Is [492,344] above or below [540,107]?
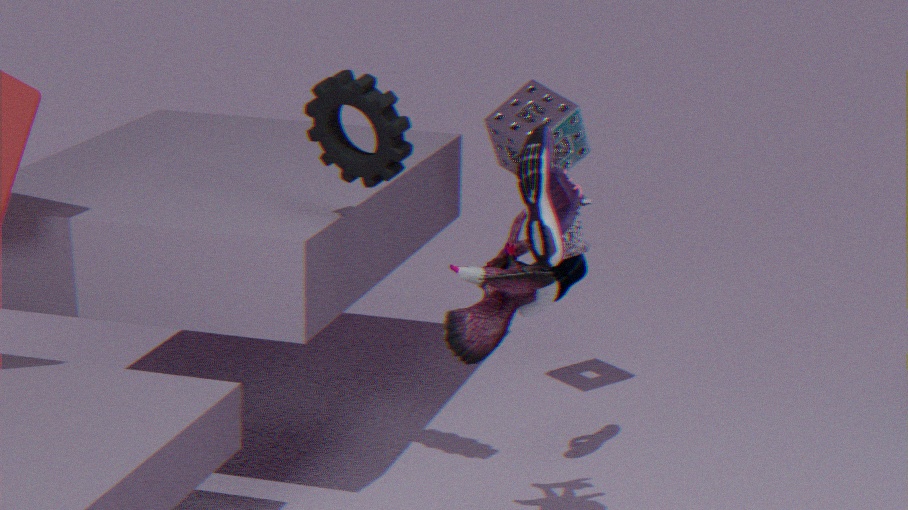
below
